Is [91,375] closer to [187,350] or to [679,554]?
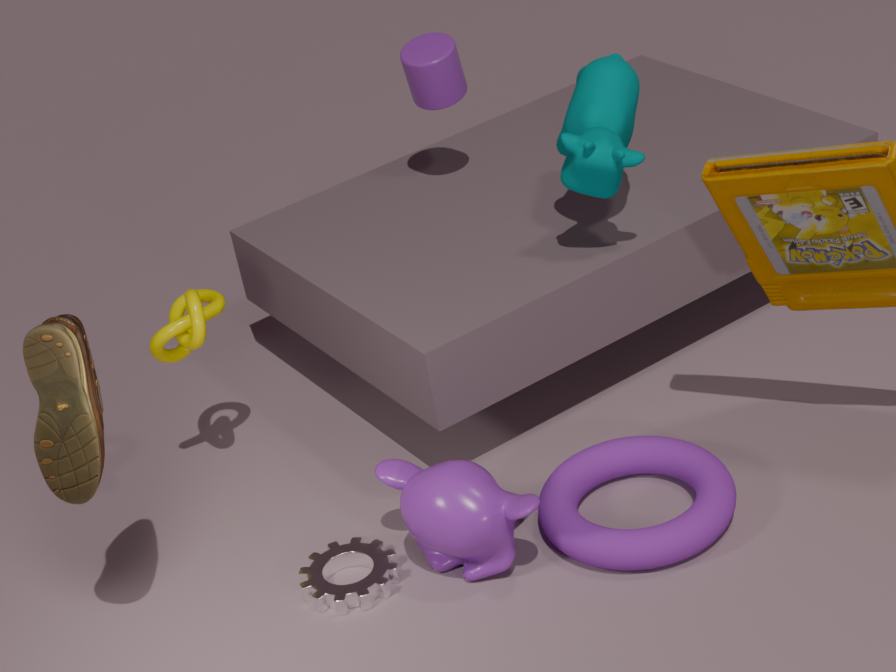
[187,350]
